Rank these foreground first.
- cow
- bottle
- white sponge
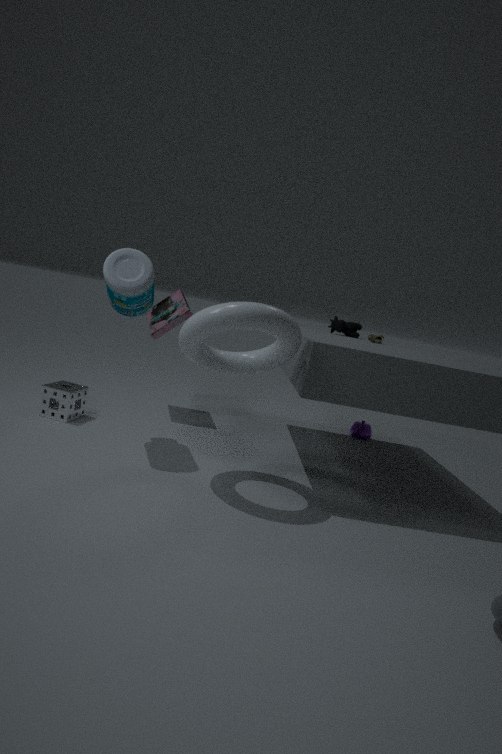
bottle
white sponge
cow
